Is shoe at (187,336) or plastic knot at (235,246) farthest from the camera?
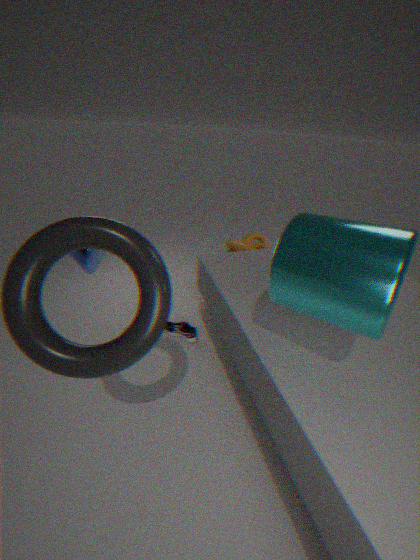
plastic knot at (235,246)
